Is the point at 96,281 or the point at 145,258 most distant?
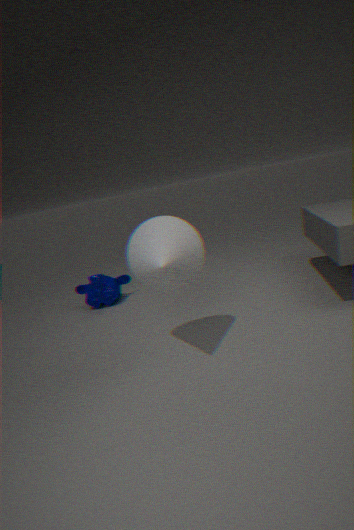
the point at 96,281
